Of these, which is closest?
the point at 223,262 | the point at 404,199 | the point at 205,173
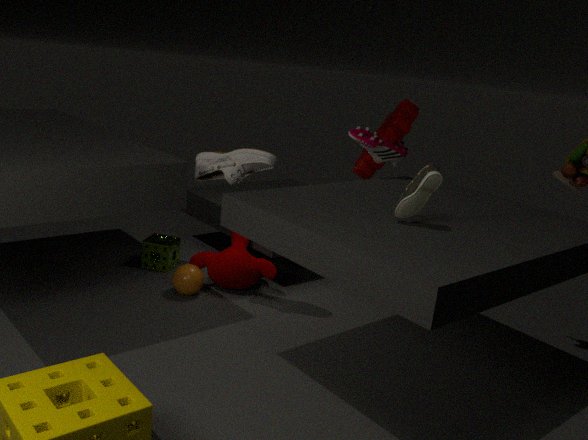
the point at 404,199
